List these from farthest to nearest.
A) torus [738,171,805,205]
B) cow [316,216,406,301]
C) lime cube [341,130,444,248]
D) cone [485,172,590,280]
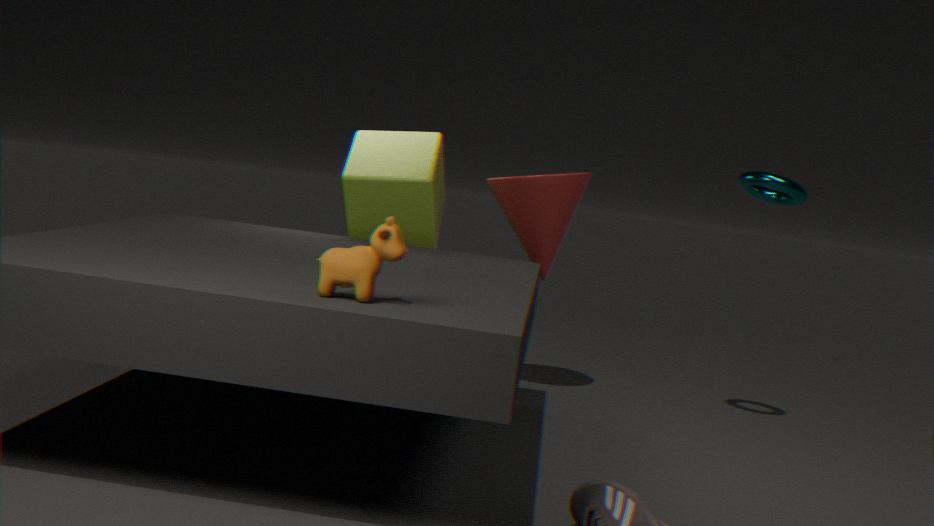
1. cone [485,172,590,280]
2. lime cube [341,130,444,248]
3. torus [738,171,805,205]
4. cow [316,216,406,301]
